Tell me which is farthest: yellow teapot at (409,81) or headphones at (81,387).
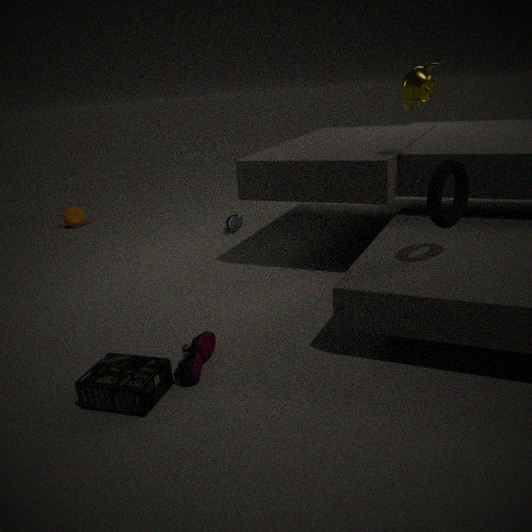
yellow teapot at (409,81)
